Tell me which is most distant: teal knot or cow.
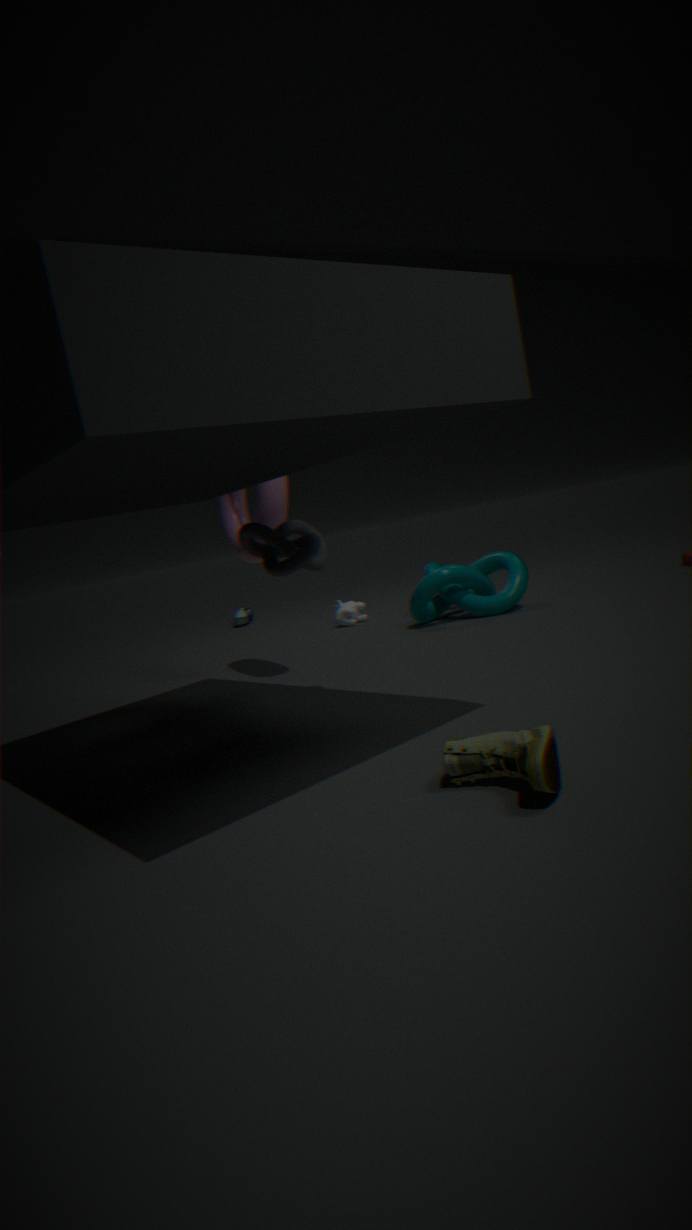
cow
